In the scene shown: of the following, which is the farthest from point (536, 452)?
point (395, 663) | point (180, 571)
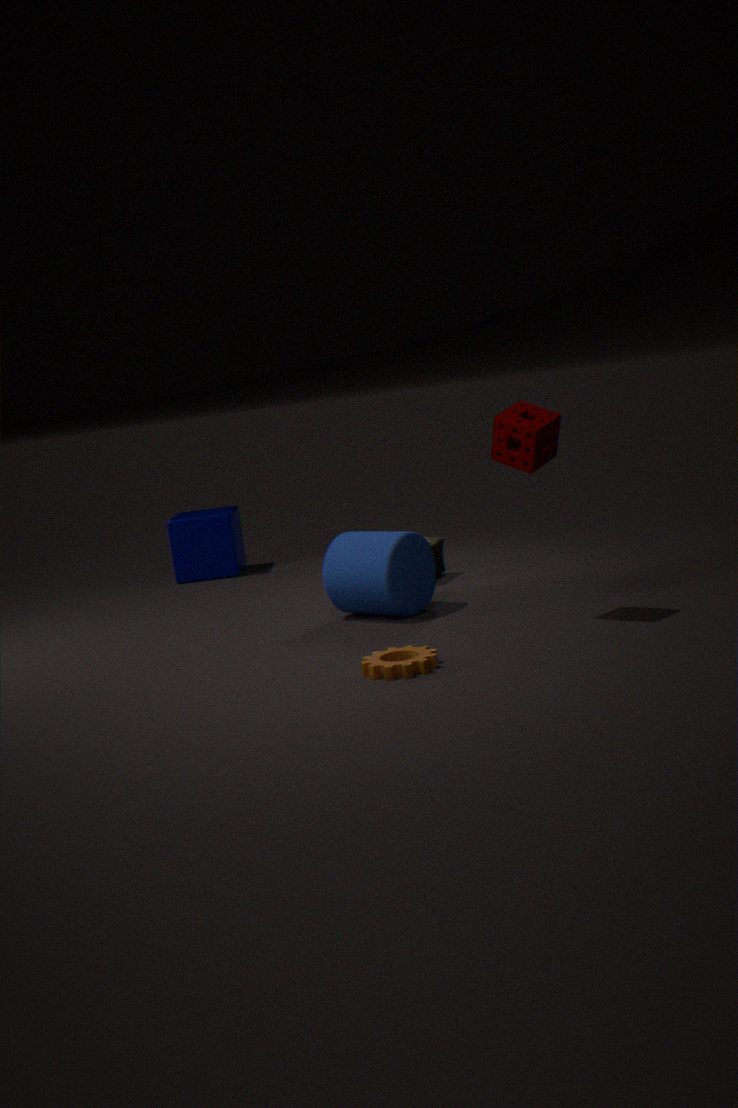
point (180, 571)
